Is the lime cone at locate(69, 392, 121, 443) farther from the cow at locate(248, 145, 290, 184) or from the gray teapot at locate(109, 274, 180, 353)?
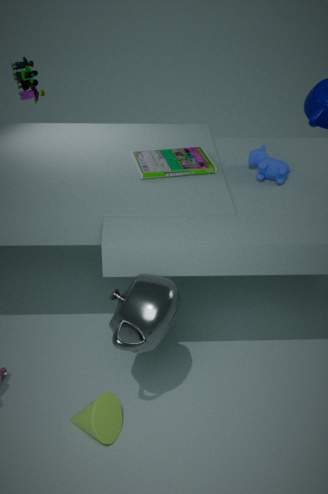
the cow at locate(248, 145, 290, 184)
